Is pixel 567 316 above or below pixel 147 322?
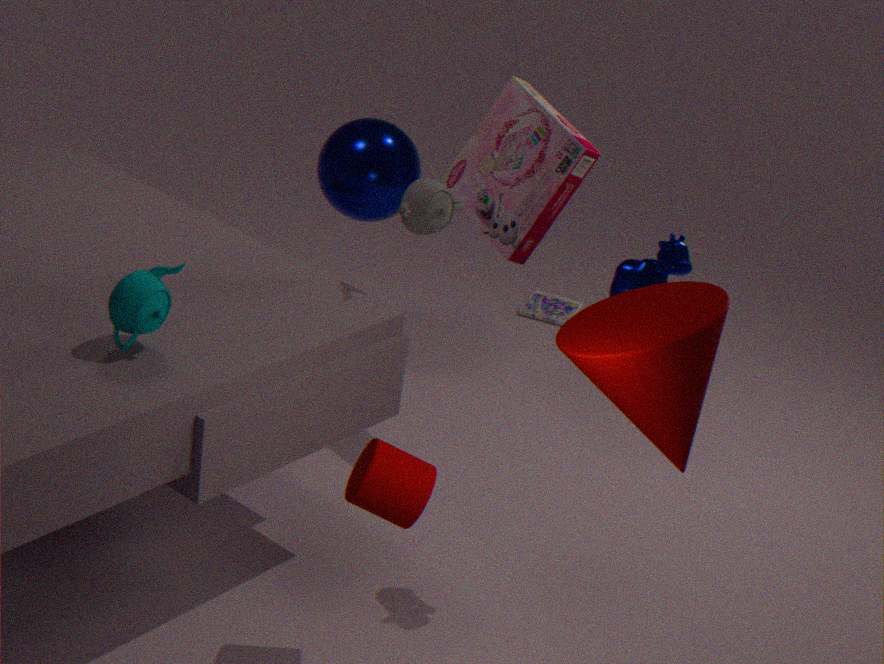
below
